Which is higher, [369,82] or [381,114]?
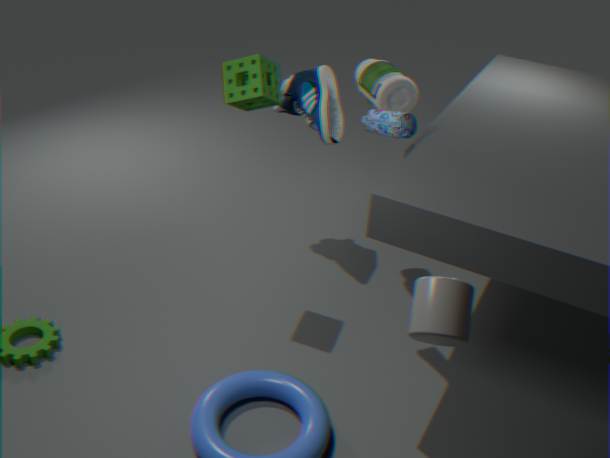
[381,114]
